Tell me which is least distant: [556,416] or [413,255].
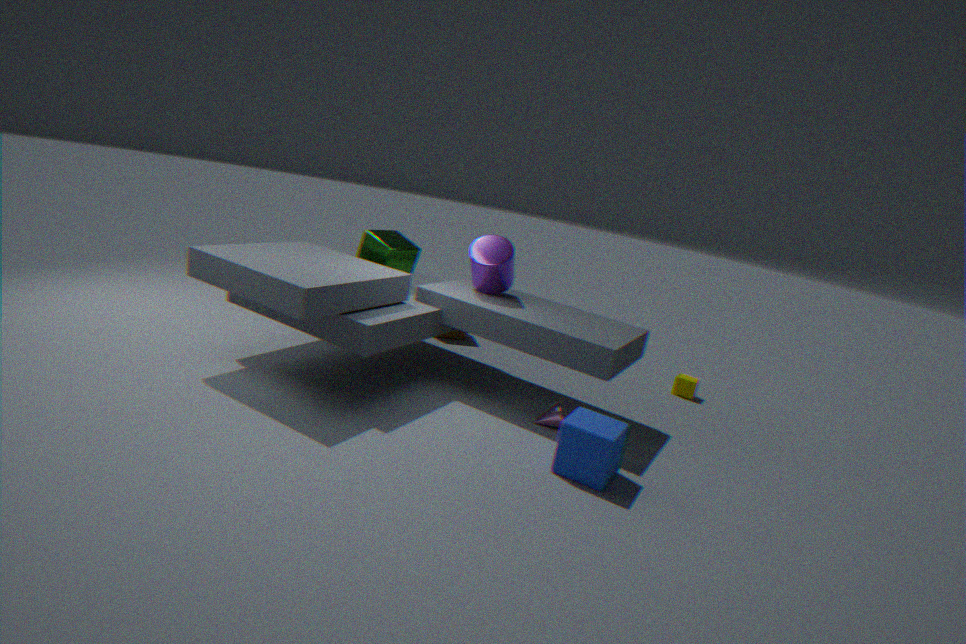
[556,416]
